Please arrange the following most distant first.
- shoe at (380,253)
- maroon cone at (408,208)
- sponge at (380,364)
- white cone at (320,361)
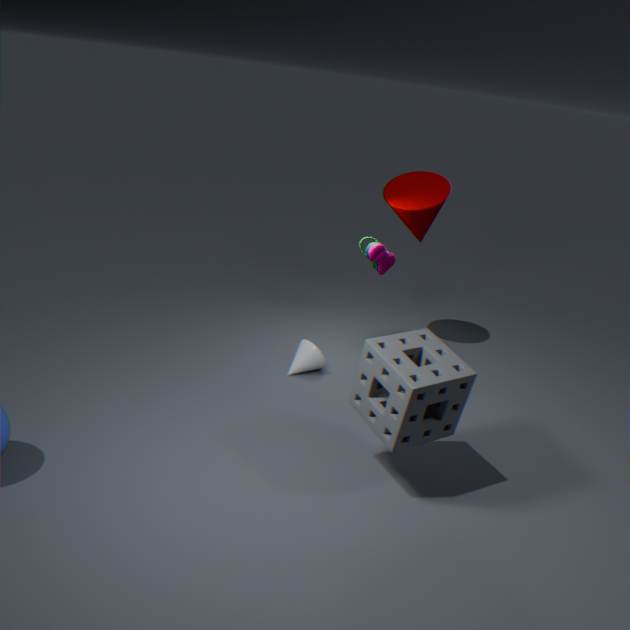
maroon cone at (408,208), shoe at (380,253), white cone at (320,361), sponge at (380,364)
